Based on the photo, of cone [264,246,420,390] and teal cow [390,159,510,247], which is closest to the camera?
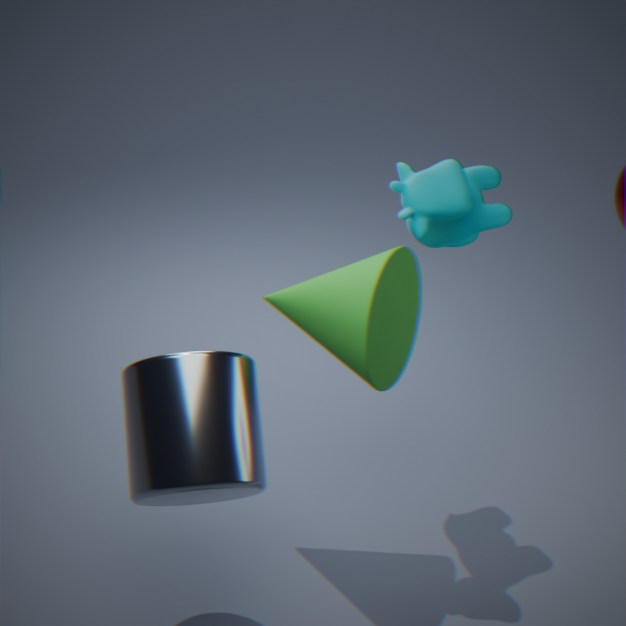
cone [264,246,420,390]
